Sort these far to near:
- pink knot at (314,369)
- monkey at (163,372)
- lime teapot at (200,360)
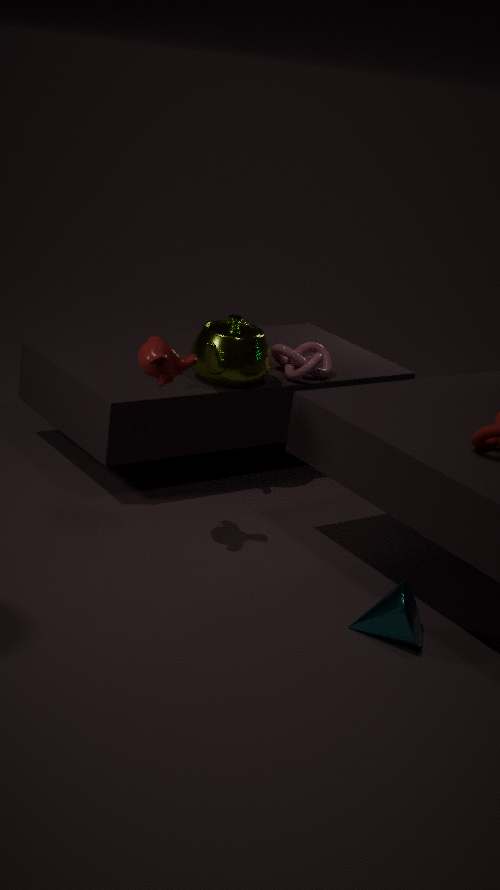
1. pink knot at (314,369)
2. lime teapot at (200,360)
3. monkey at (163,372)
